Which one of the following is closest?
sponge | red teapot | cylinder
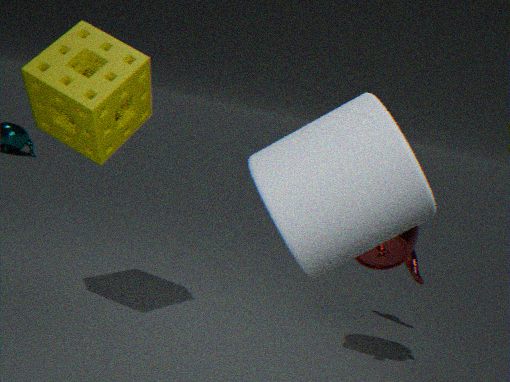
cylinder
